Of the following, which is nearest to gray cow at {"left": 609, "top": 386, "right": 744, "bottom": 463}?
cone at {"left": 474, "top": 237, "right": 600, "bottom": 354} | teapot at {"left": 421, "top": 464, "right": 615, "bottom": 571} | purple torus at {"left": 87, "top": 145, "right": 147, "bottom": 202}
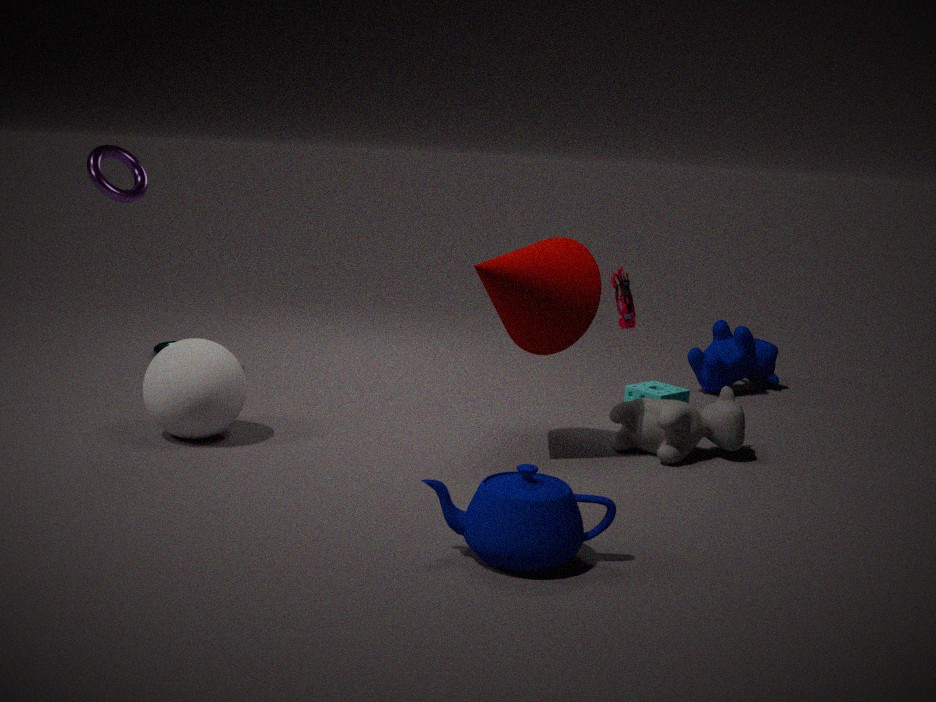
cone at {"left": 474, "top": 237, "right": 600, "bottom": 354}
